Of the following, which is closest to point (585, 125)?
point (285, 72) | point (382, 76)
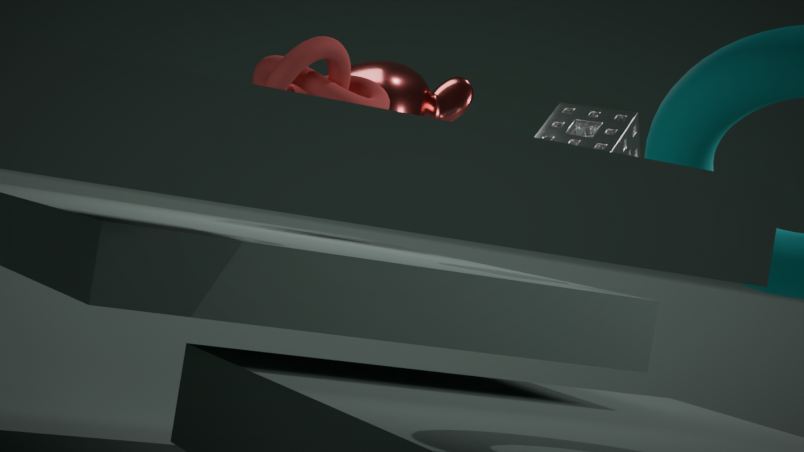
point (285, 72)
